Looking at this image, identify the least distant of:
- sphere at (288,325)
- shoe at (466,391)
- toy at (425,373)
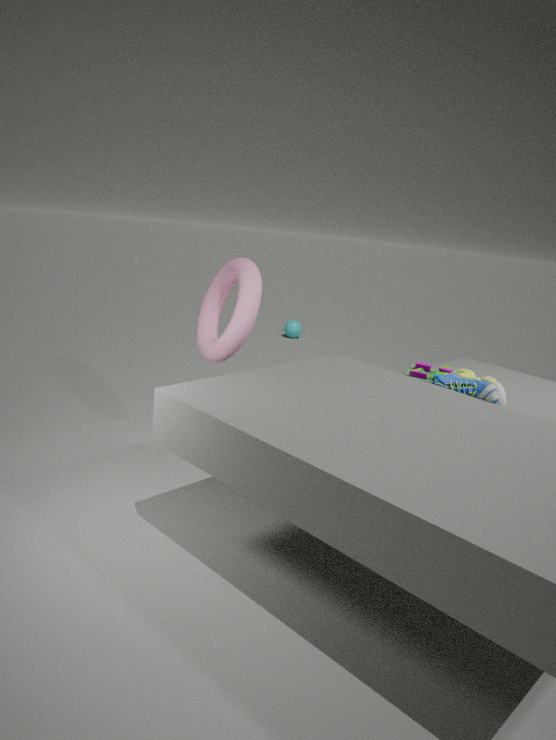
shoe at (466,391)
